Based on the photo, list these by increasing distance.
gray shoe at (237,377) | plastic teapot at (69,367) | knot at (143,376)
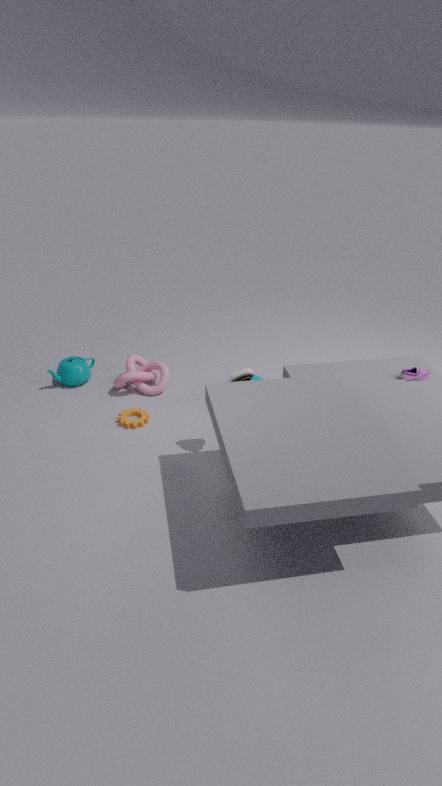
1. gray shoe at (237,377)
2. knot at (143,376)
3. plastic teapot at (69,367)
